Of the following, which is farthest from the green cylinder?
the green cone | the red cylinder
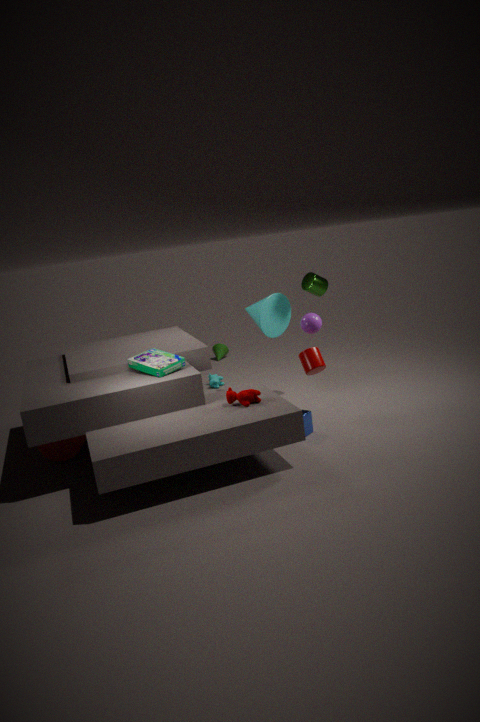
the red cylinder
